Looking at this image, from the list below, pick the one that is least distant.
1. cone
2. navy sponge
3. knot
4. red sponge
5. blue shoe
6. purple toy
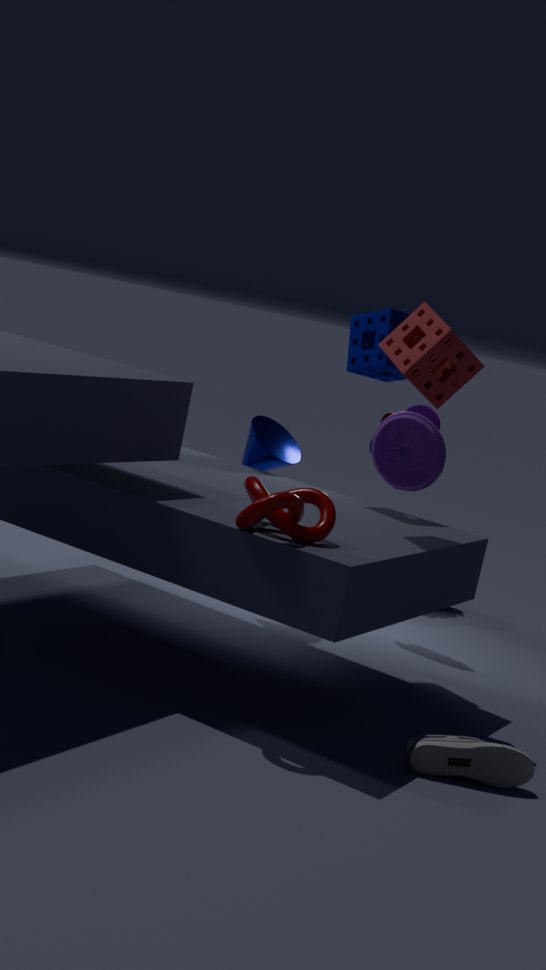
knot
